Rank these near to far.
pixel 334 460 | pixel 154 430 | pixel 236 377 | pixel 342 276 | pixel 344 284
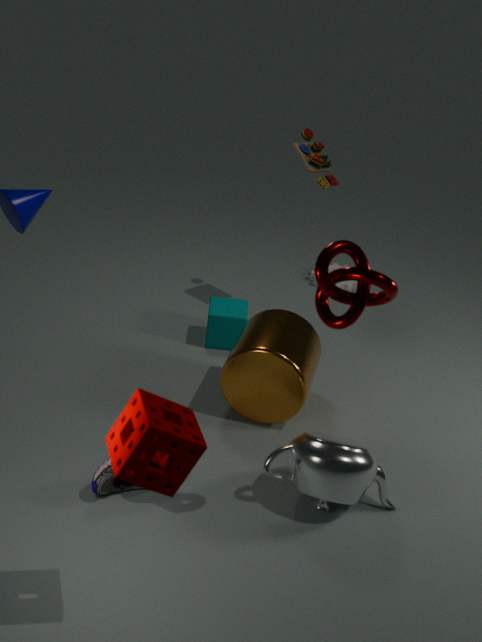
pixel 154 430
pixel 342 276
pixel 334 460
pixel 236 377
pixel 344 284
